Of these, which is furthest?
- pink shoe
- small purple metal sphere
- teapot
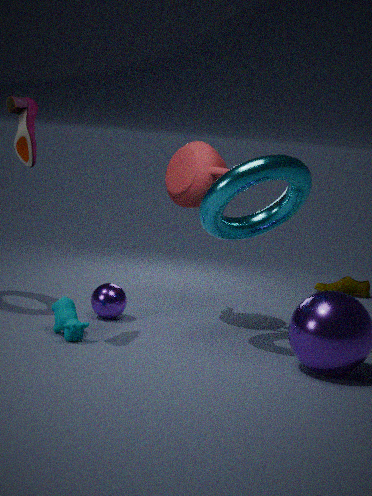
small purple metal sphere
